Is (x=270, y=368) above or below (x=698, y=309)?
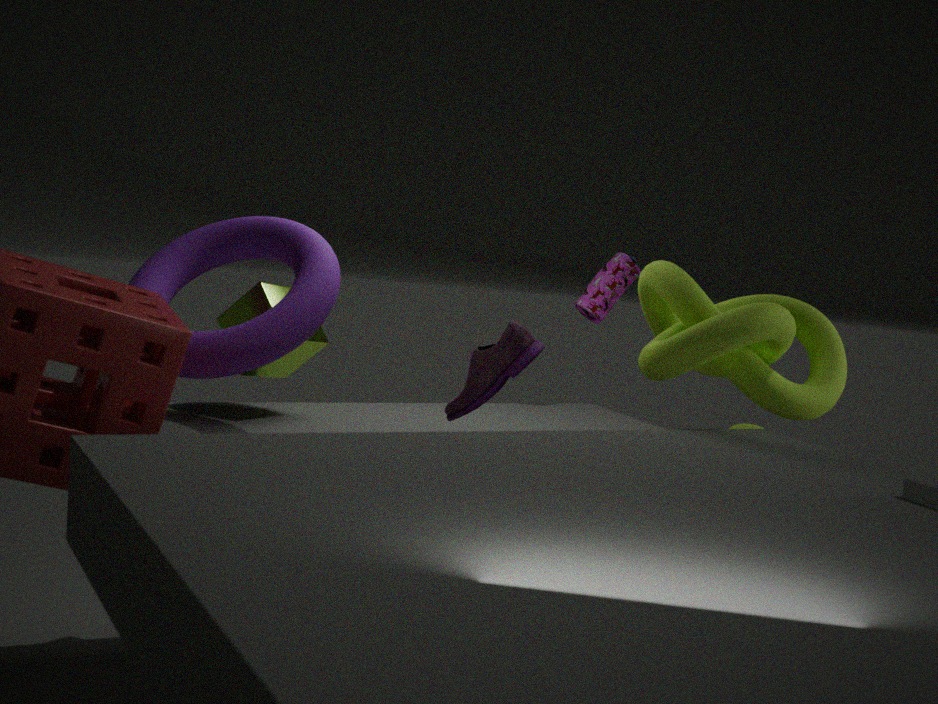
below
